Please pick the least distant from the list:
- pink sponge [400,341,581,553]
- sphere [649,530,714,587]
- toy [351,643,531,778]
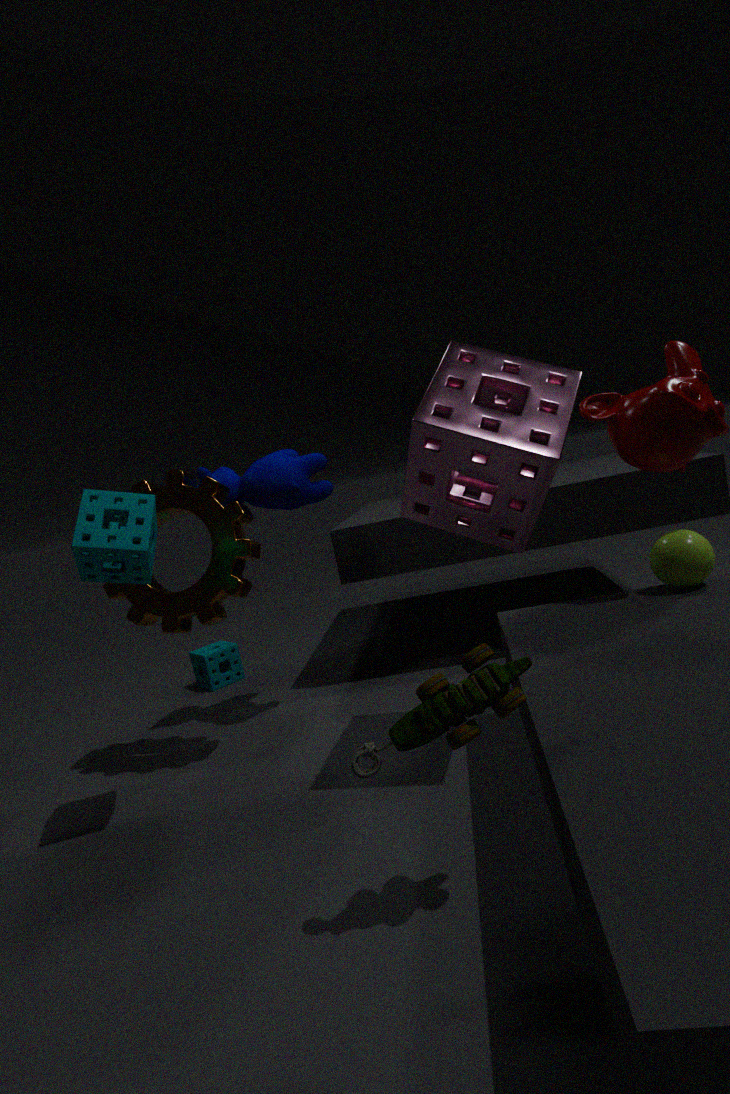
toy [351,643,531,778]
